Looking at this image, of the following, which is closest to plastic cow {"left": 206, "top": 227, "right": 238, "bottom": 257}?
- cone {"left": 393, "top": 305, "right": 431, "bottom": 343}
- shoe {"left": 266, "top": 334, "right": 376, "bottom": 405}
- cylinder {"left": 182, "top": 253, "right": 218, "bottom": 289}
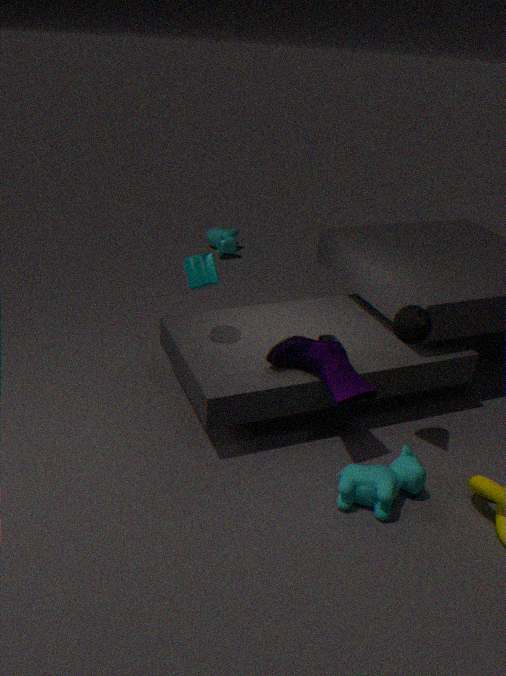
cylinder {"left": 182, "top": 253, "right": 218, "bottom": 289}
